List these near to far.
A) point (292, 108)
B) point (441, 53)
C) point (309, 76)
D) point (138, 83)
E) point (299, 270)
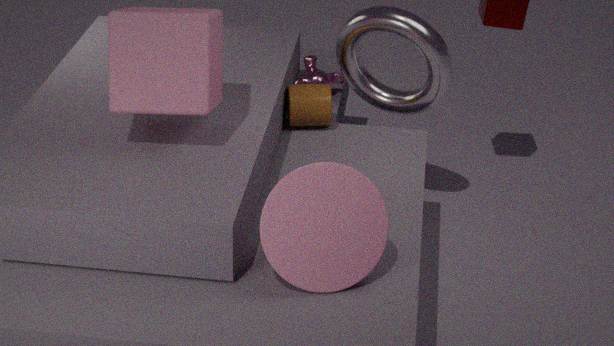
1. E
2. D
3. B
4. A
5. C
